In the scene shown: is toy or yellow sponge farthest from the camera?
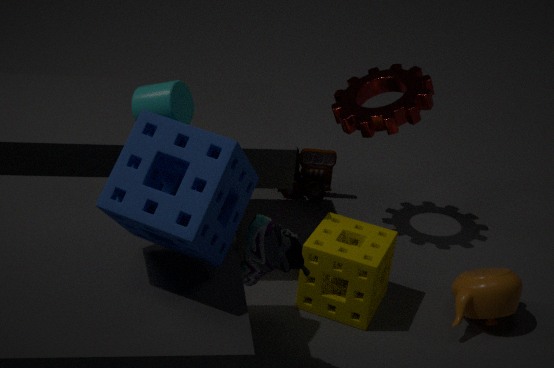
toy
